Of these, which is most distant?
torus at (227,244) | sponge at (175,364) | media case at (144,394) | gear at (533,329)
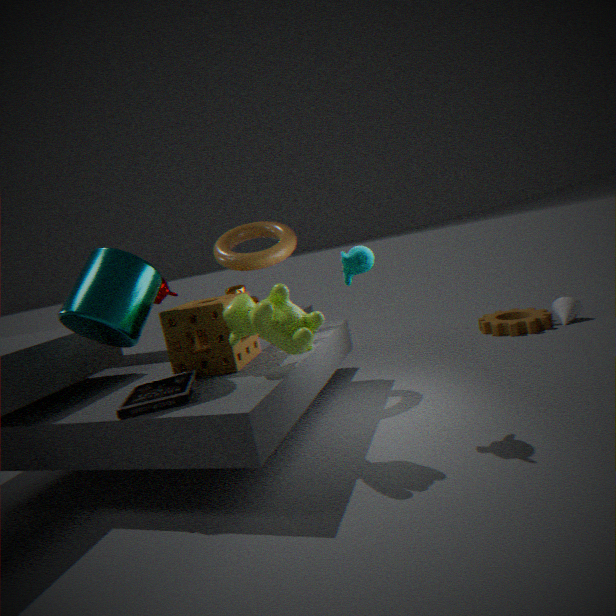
gear at (533,329)
